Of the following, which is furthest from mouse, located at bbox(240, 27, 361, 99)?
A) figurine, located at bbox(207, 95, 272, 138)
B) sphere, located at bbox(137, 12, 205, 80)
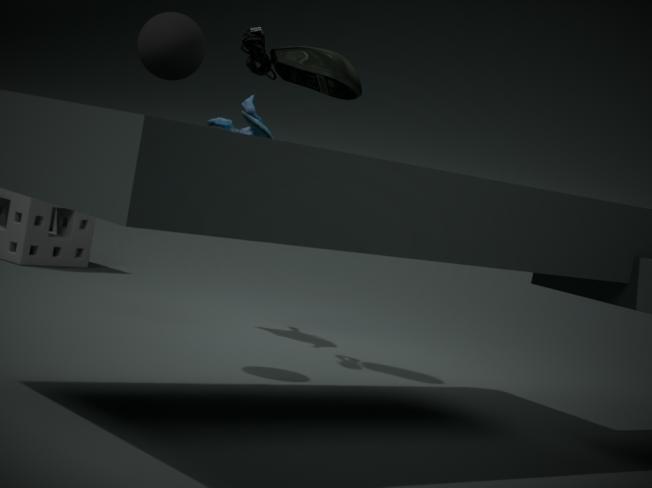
sphere, located at bbox(137, 12, 205, 80)
